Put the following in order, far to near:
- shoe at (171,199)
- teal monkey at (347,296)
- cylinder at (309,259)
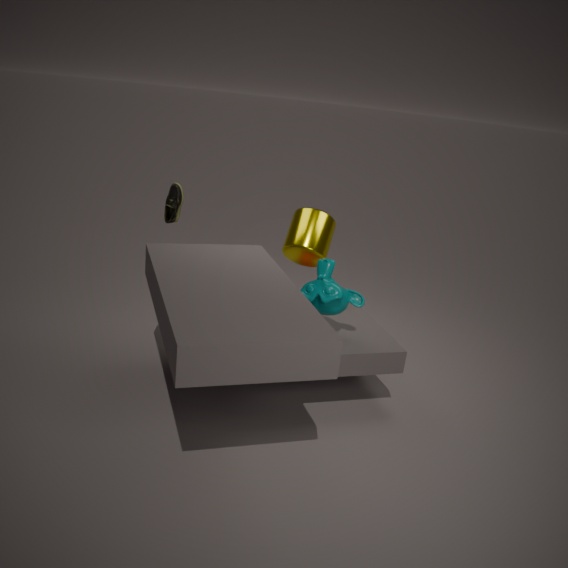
shoe at (171,199) → cylinder at (309,259) → teal monkey at (347,296)
